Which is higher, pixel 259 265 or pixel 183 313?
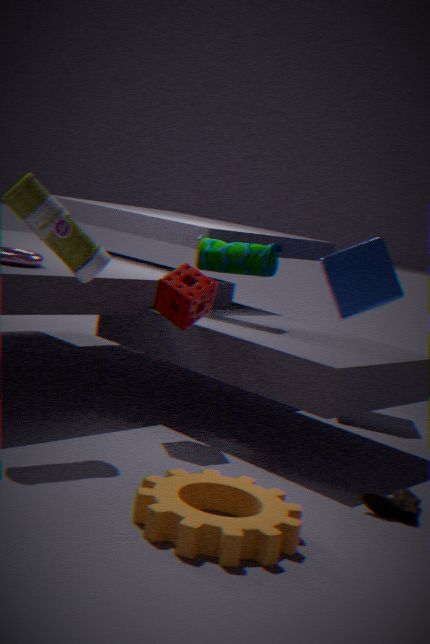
pixel 259 265
